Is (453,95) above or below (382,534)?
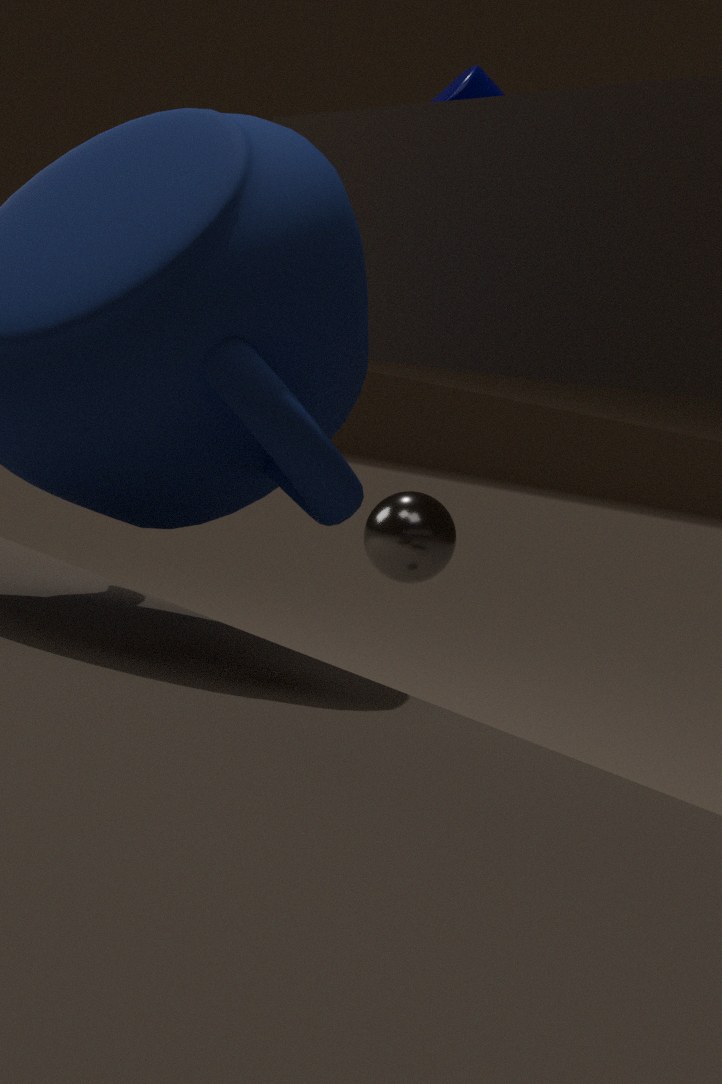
above
